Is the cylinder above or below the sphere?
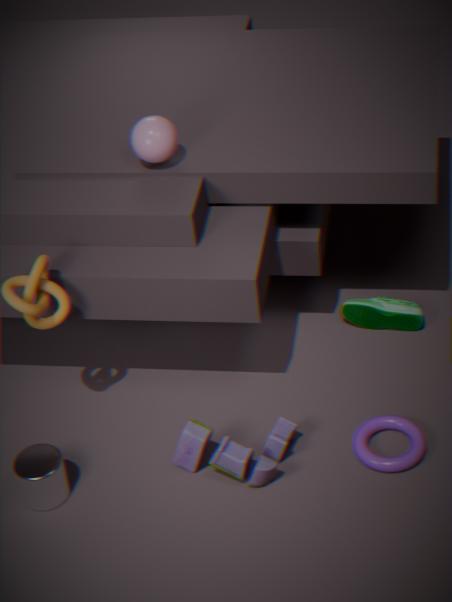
below
